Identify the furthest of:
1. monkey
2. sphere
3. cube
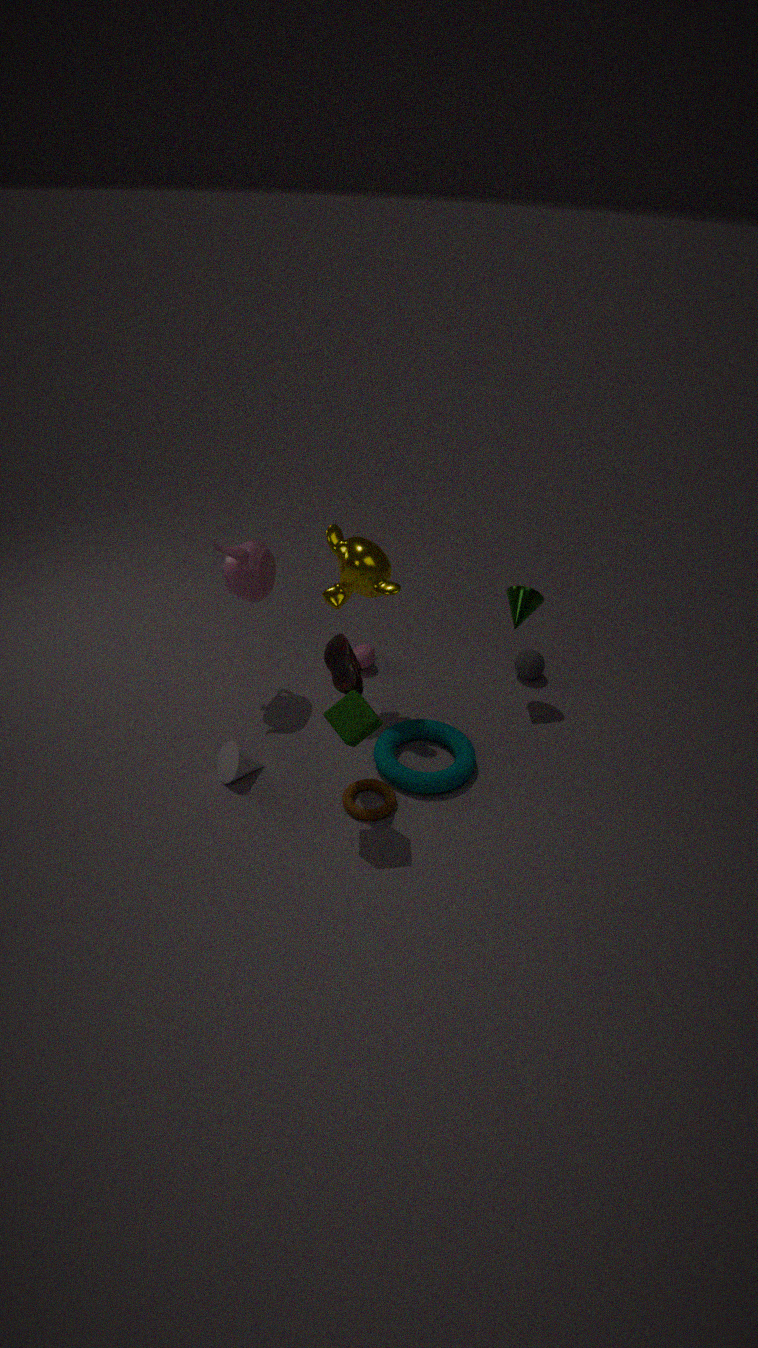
sphere
